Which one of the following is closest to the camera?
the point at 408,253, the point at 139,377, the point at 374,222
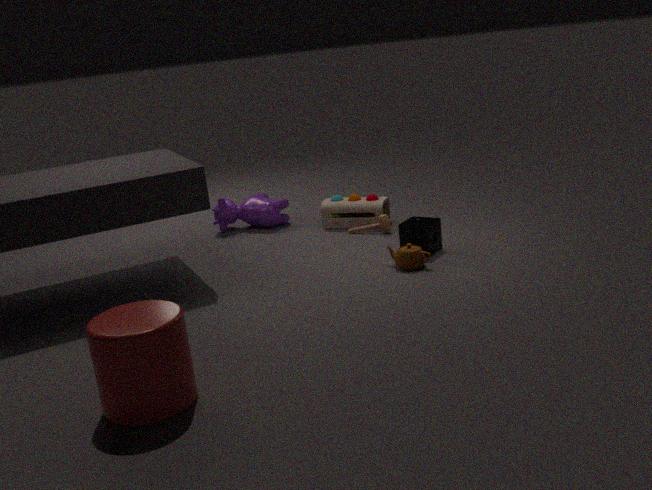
the point at 139,377
